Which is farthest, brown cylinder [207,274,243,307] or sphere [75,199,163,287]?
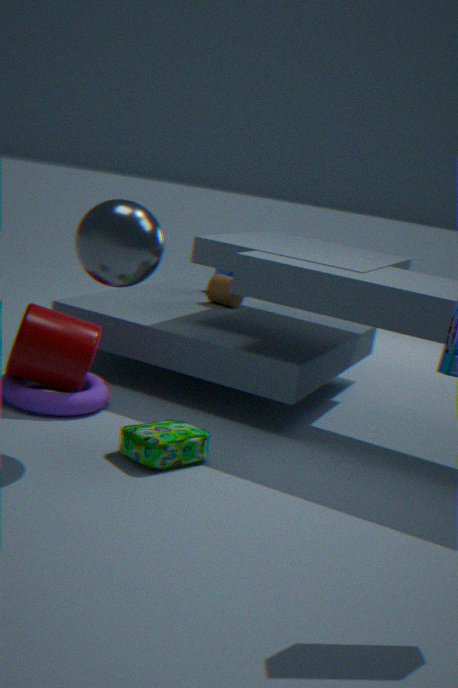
brown cylinder [207,274,243,307]
